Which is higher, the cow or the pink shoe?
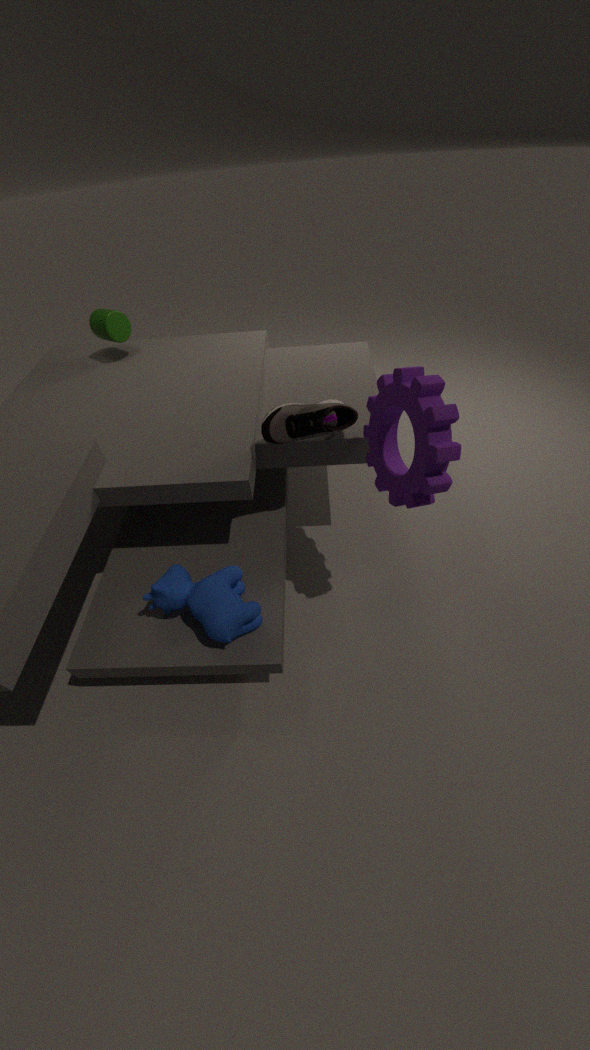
the pink shoe
